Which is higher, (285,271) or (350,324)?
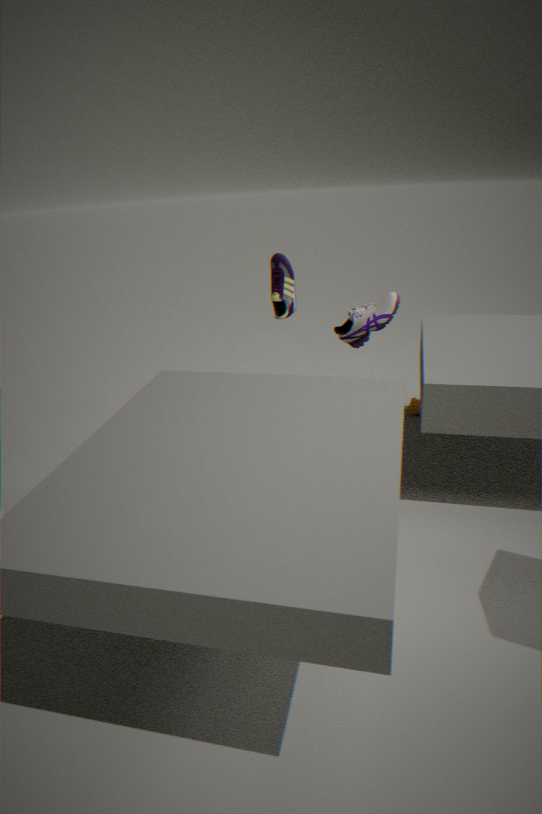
(285,271)
